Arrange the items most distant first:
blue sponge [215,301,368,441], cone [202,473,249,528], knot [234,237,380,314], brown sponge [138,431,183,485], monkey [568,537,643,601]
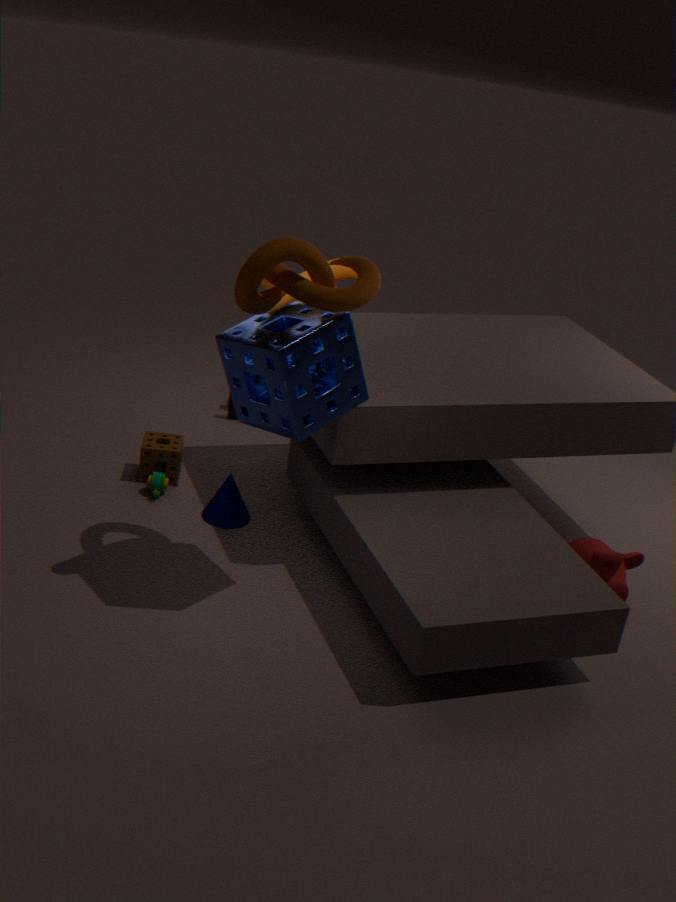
brown sponge [138,431,183,485]
cone [202,473,249,528]
monkey [568,537,643,601]
blue sponge [215,301,368,441]
knot [234,237,380,314]
